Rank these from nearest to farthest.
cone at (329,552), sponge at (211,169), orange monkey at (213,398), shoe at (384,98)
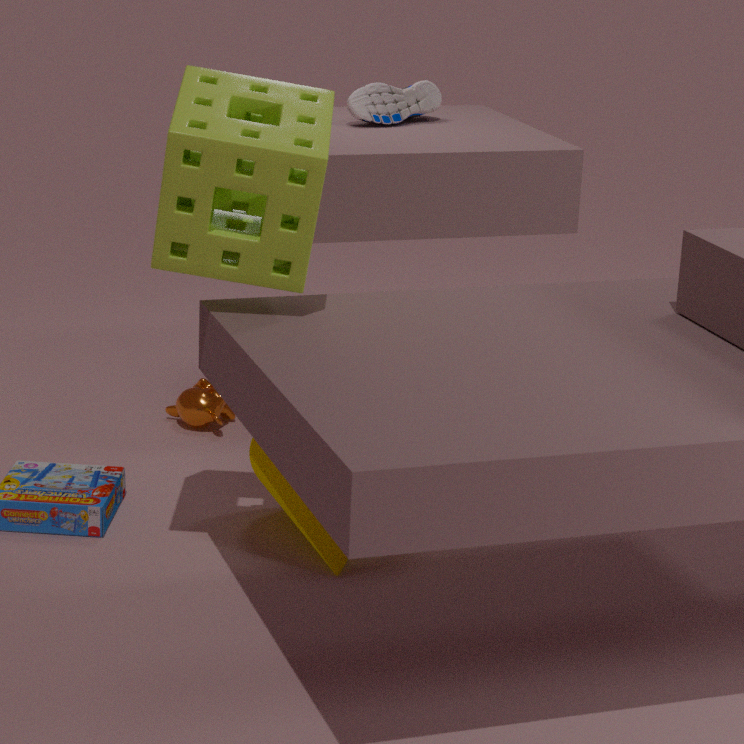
sponge at (211,169), cone at (329,552), orange monkey at (213,398), shoe at (384,98)
